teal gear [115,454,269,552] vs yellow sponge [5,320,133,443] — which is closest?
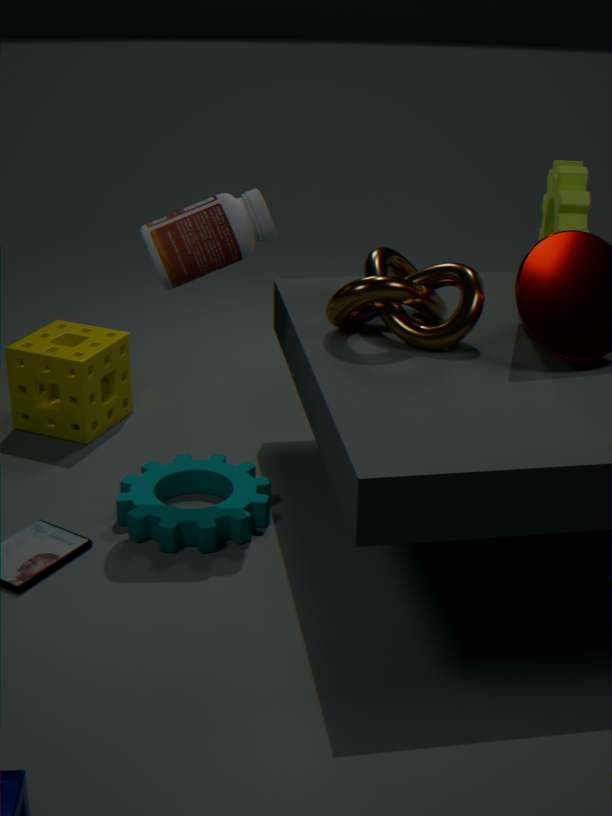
teal gear [115,454,269,552]
